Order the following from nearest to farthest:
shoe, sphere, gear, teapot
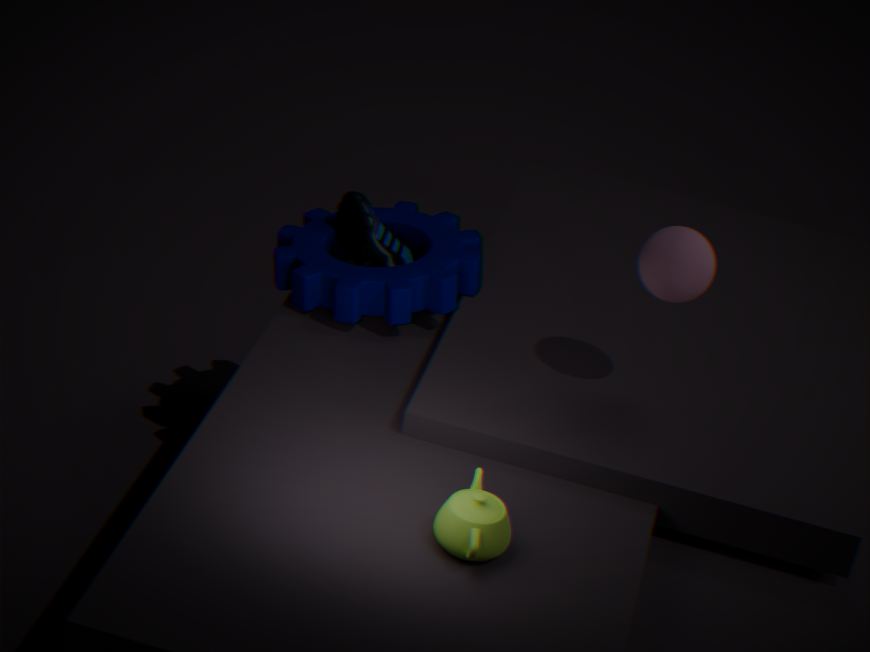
teapot < sphere < gear < shoe
